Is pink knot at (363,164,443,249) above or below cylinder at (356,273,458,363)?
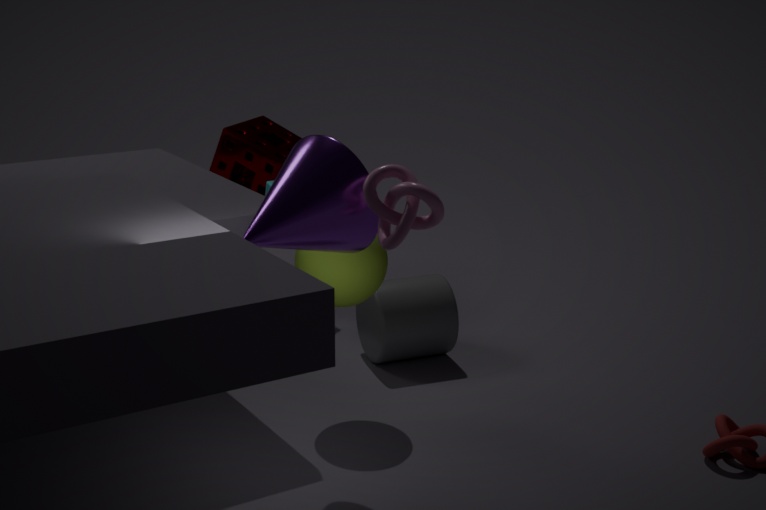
above
